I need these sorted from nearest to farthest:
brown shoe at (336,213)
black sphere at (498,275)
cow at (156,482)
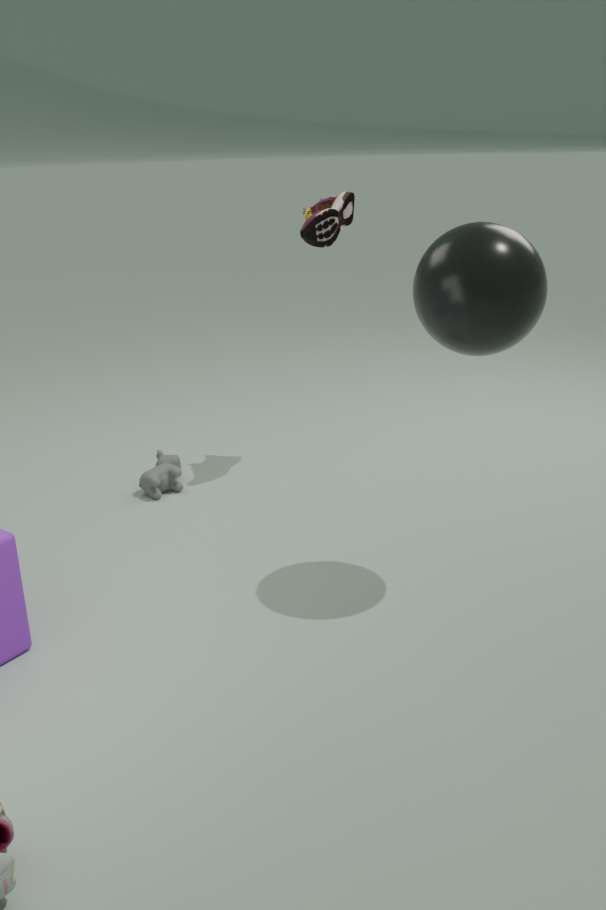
black sphere at (498,275)
brown shoe at (336,213)
cow at (156,482)
